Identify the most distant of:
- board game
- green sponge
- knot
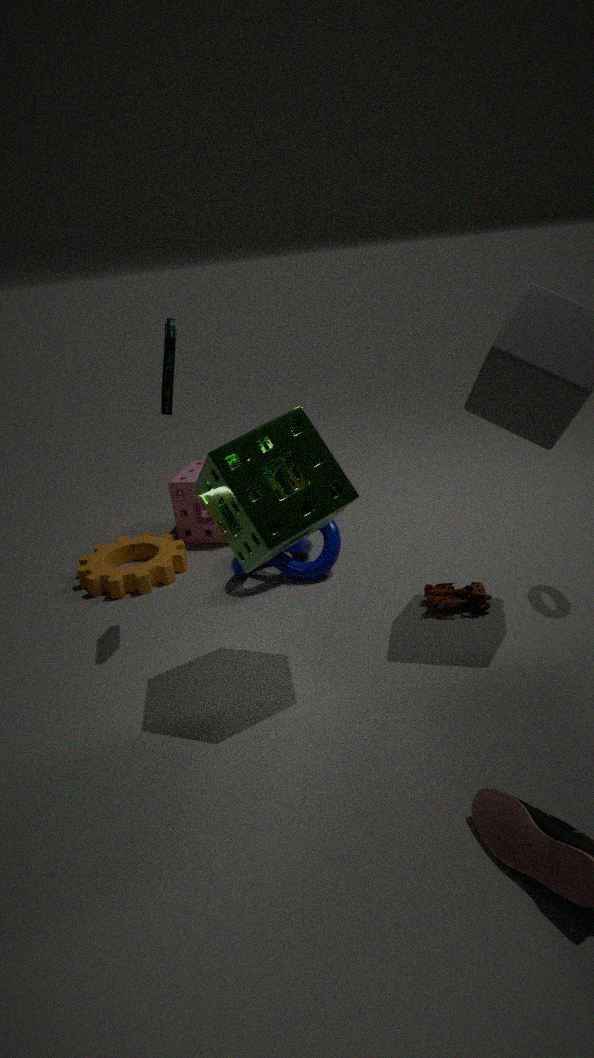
knot
